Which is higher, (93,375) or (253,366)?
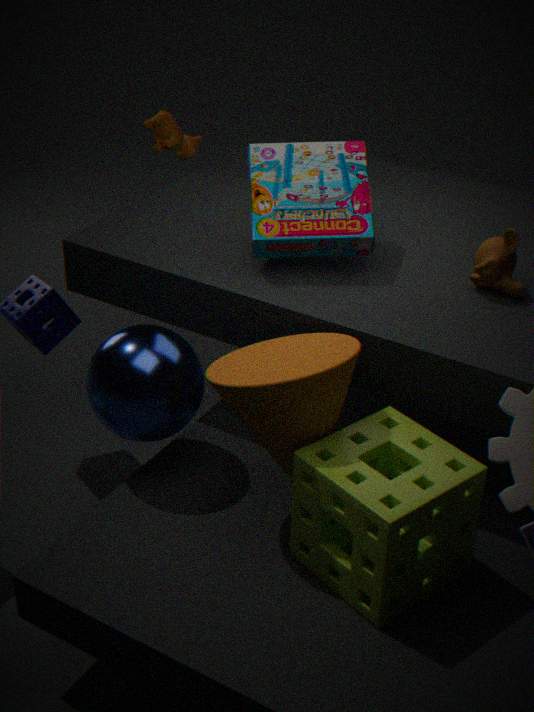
(253,366)
